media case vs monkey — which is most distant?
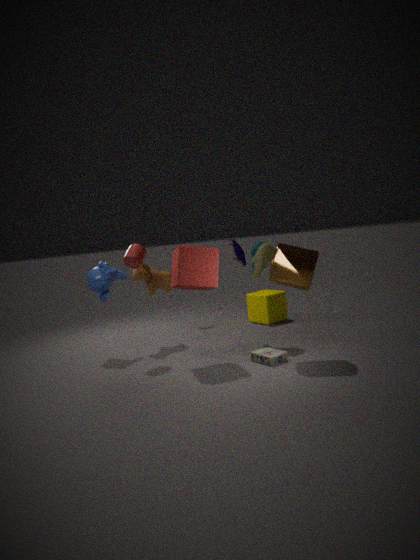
monkey
